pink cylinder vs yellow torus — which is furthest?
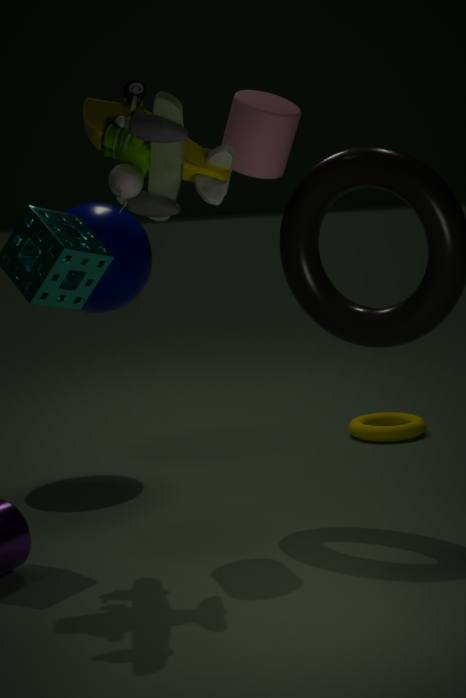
yellow torus
